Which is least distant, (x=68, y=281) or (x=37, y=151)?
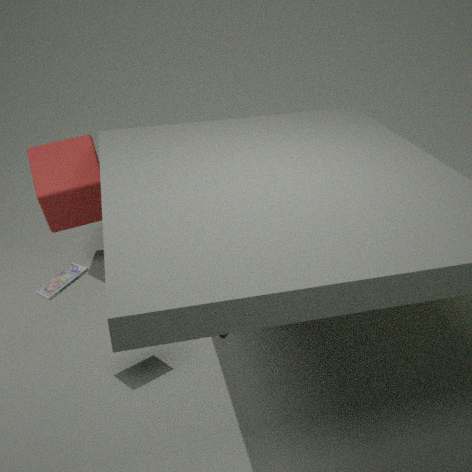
(x=68, y=281)
